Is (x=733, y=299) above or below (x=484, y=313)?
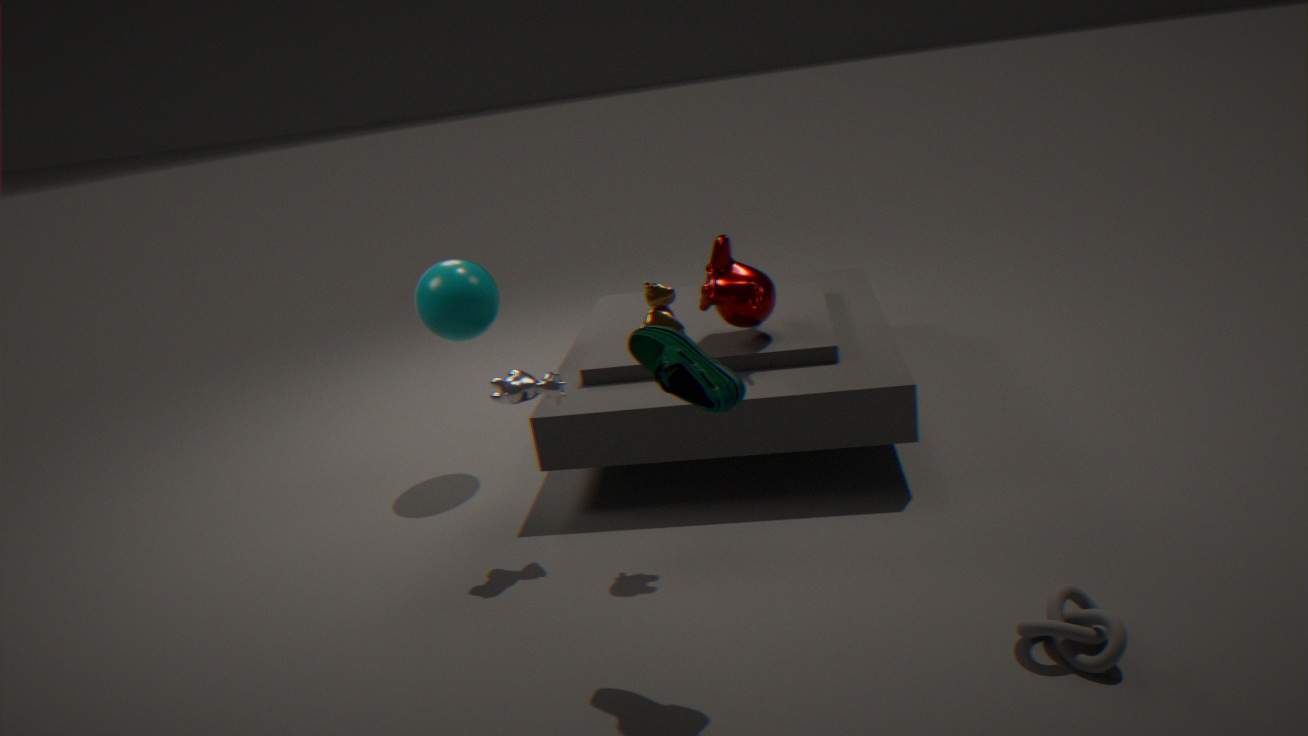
below
